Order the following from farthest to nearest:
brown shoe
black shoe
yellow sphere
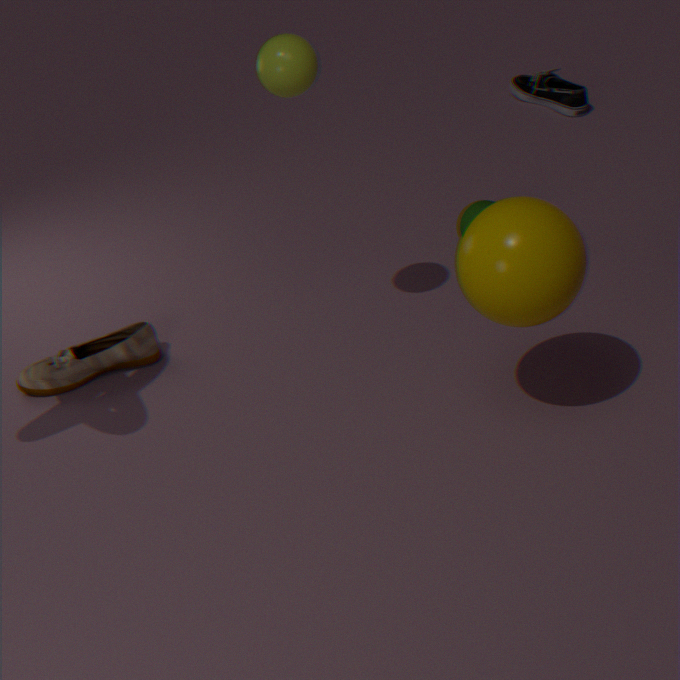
black shoe < brown shoe < yellow sphere
